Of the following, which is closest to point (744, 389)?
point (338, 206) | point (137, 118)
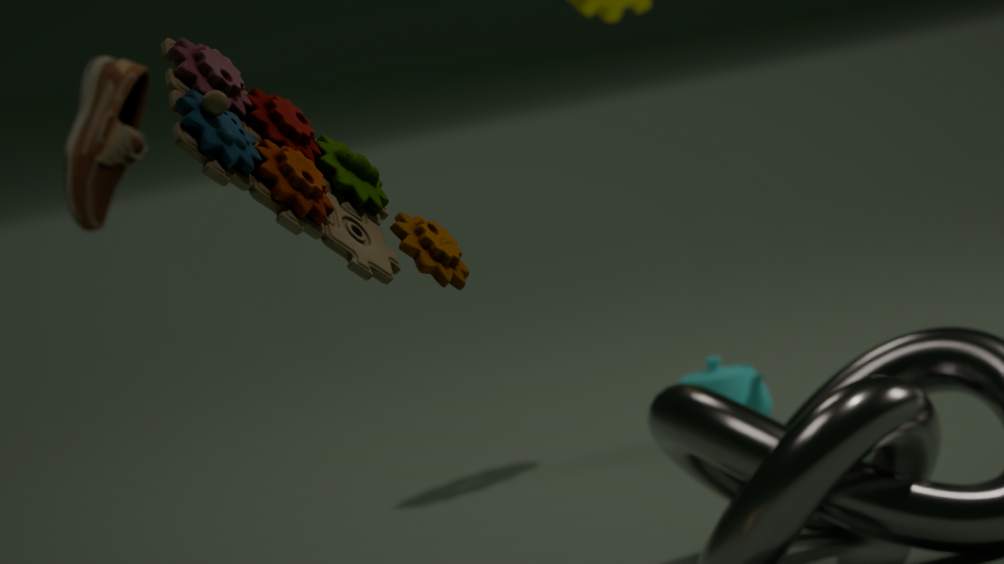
point (137, 118)
